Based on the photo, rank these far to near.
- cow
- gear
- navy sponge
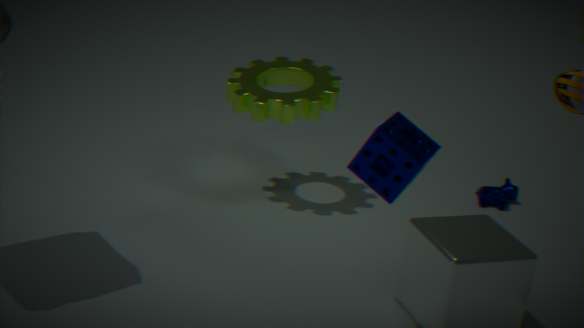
cow
gear
navy sponge
